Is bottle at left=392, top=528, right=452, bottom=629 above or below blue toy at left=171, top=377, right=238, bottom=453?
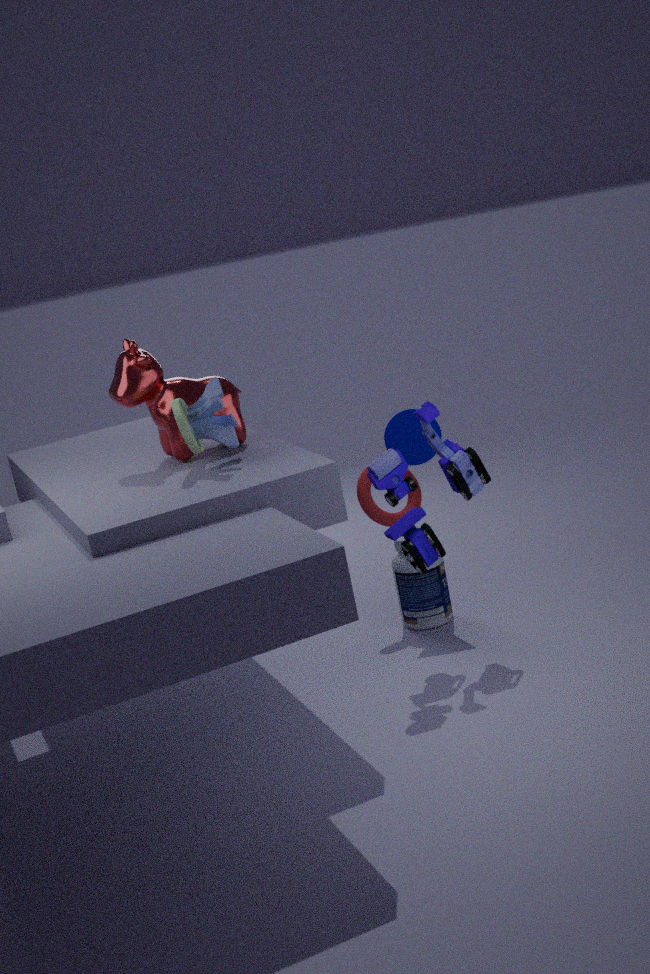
below
